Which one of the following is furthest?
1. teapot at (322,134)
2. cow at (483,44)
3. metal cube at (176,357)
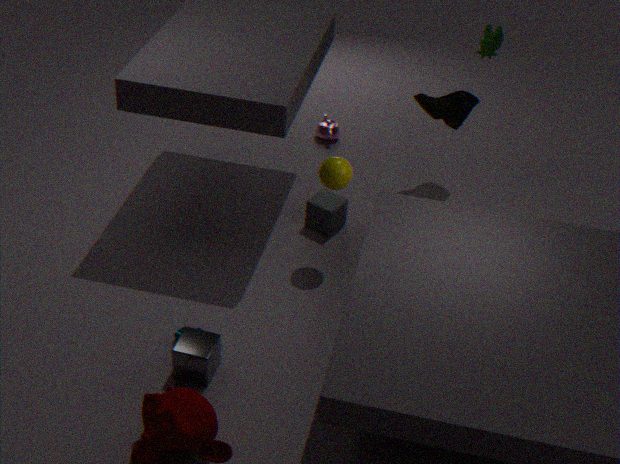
teapot at (322,134)
